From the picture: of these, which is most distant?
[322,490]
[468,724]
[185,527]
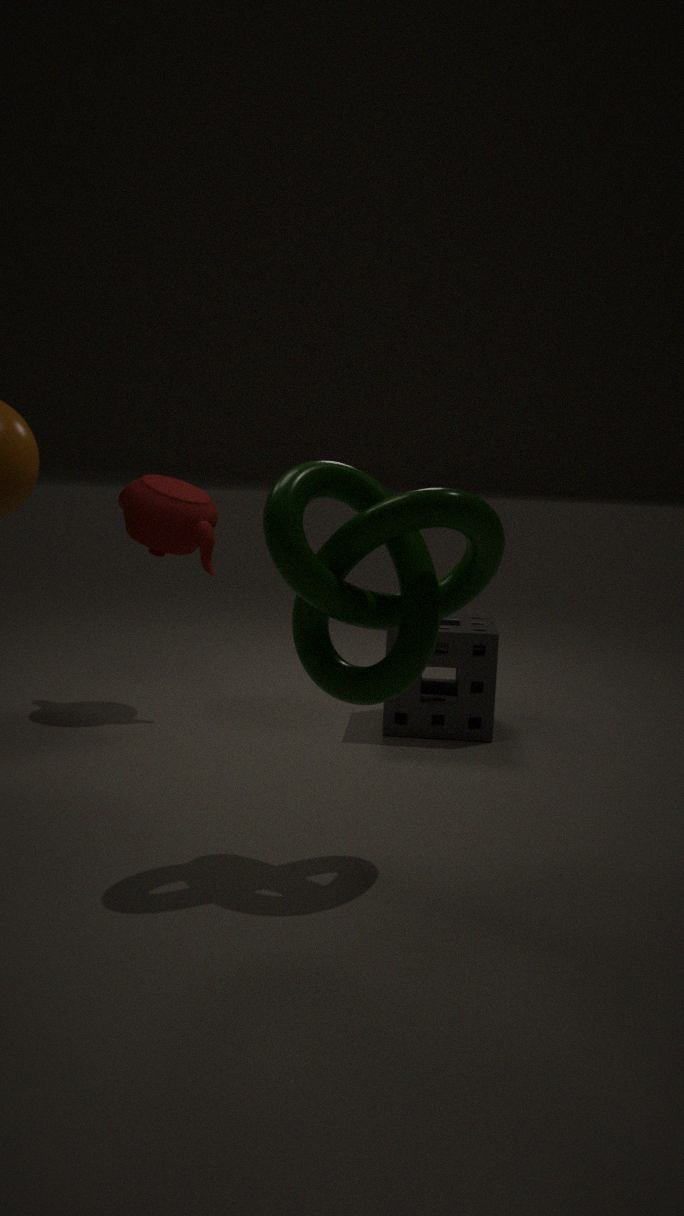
[185,527]
